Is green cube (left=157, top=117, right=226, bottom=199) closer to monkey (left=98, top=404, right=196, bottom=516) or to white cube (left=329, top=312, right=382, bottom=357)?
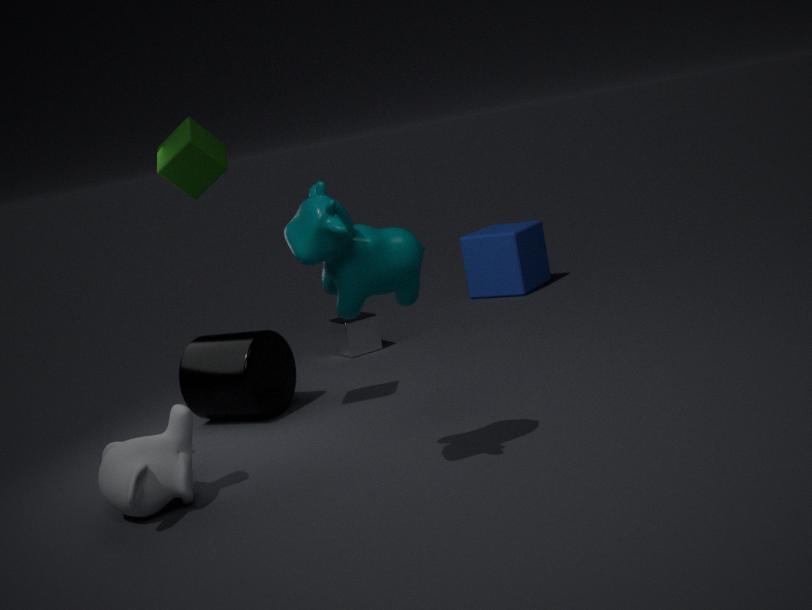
monkey (left=98, top=404, right=196, bottom=516)
